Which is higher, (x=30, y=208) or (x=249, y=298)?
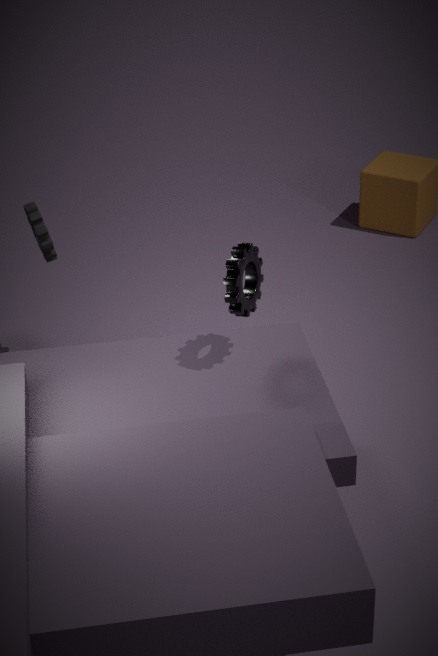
(x=249, y=298)
